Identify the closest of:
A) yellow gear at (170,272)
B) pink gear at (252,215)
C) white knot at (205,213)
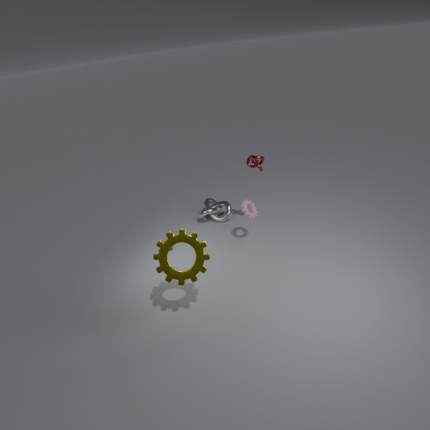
yellow gear at (170,272)
